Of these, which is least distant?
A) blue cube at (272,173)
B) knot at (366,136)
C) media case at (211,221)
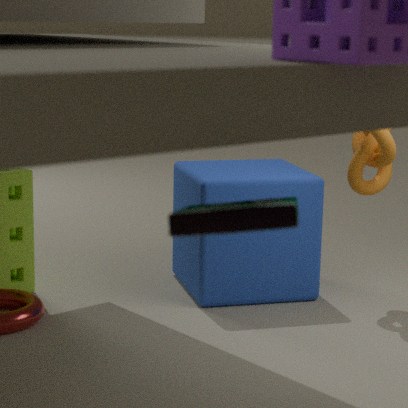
media case at (211,221)
